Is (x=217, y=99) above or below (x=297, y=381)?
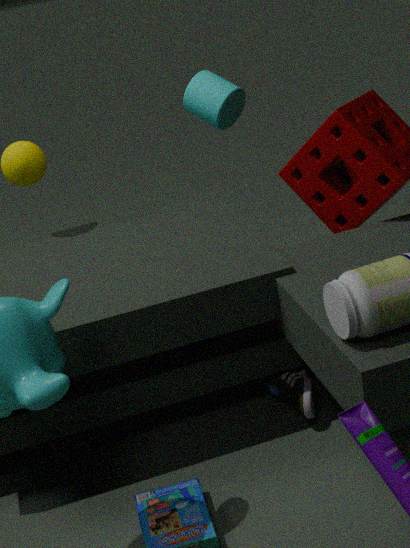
above
